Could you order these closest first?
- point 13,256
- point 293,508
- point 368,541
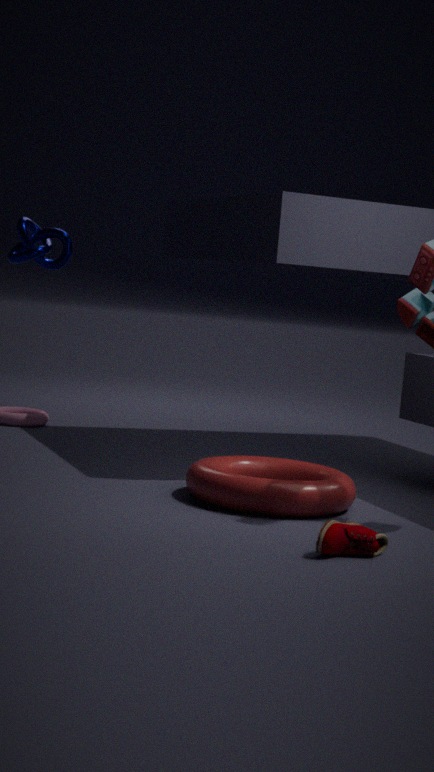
point 368,541
point 293,508
point 13,256
